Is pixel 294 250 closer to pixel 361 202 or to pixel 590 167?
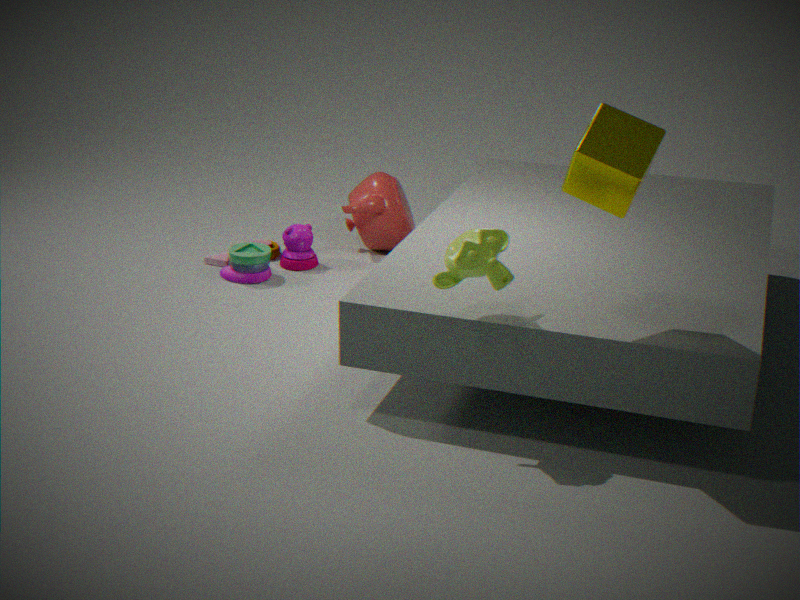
pixel 361 202
